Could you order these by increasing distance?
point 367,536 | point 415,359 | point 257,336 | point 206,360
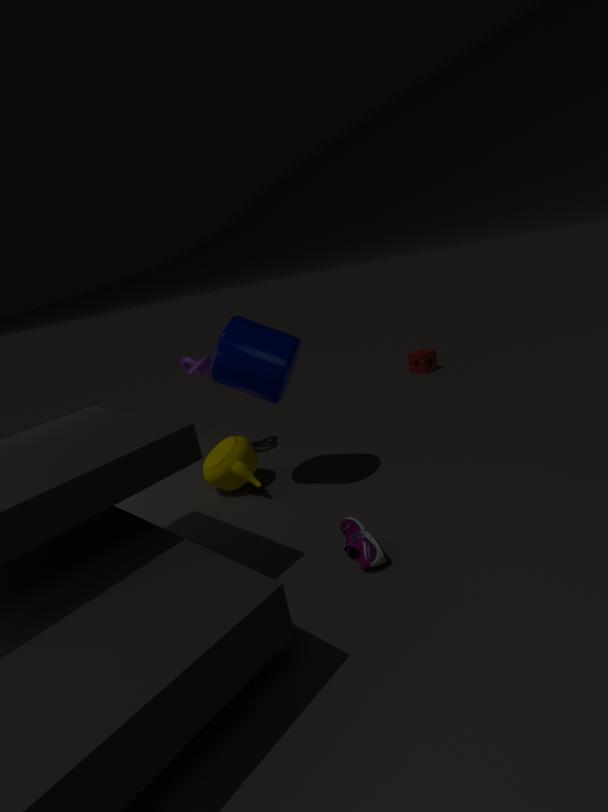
point 367,536, point 257,336, point 206,360, point 415,359
